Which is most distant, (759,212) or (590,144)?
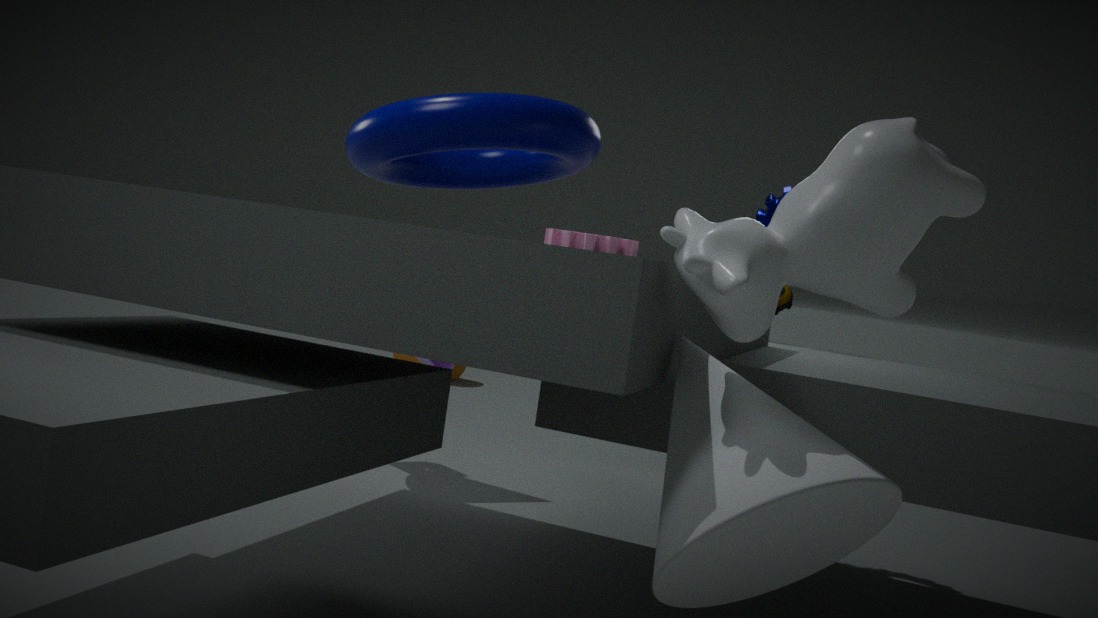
(759,212)
